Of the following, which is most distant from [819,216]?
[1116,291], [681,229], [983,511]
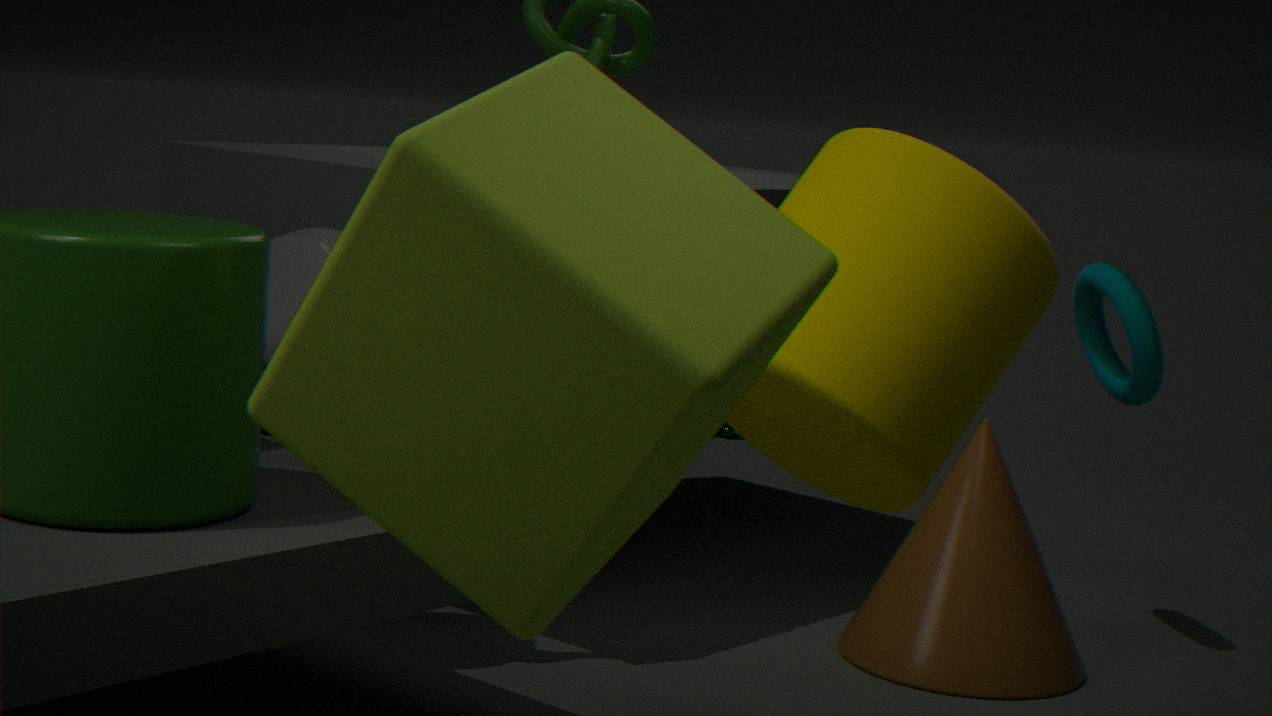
[1116,291]
